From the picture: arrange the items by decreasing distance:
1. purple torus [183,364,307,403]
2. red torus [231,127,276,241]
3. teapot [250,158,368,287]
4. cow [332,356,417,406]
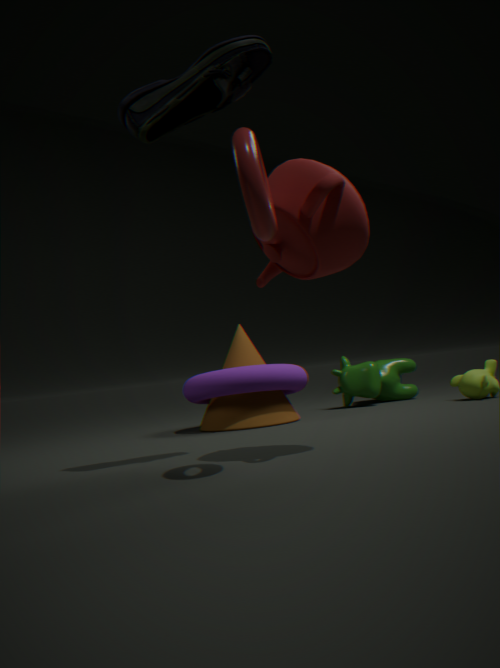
cow [332,356,417,406], purple torus [183,364,307,403], teapot [250,158,368,287], red torus [231,127,276,241]
